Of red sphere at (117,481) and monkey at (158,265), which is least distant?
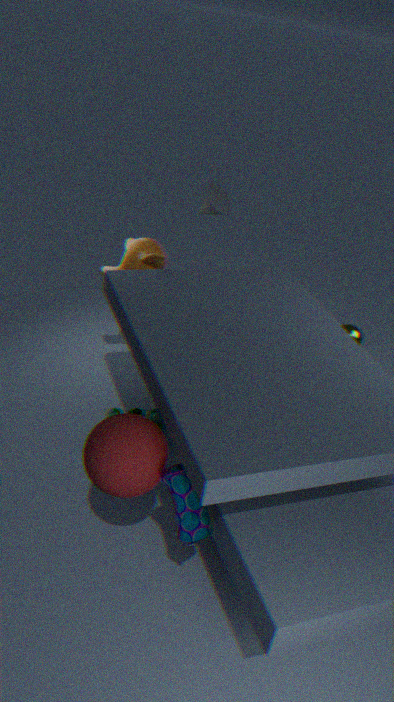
red sphere at (117,481)
